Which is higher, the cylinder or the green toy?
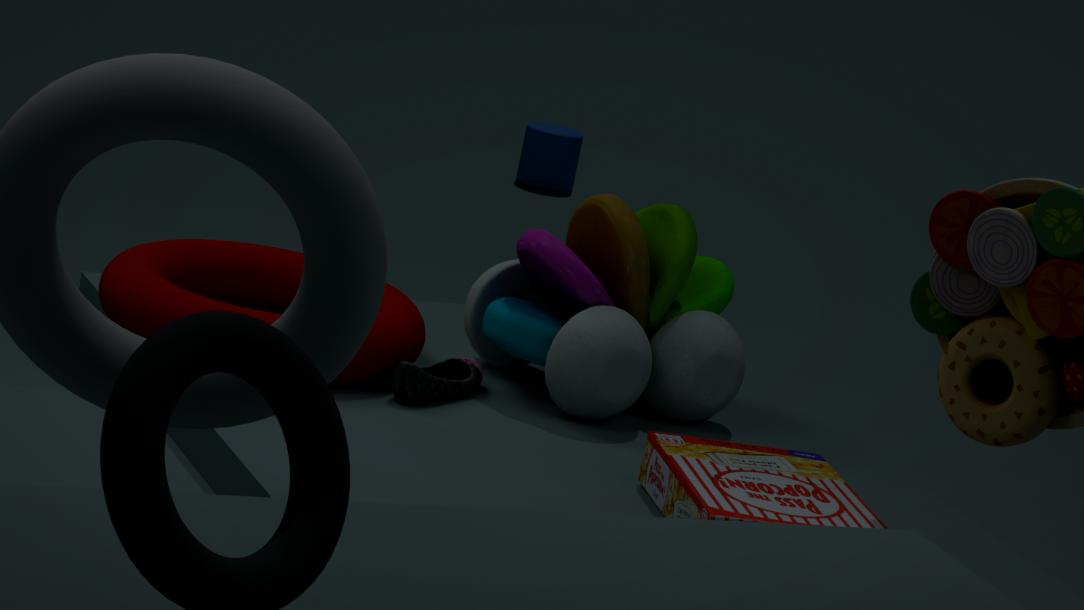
the green toy
